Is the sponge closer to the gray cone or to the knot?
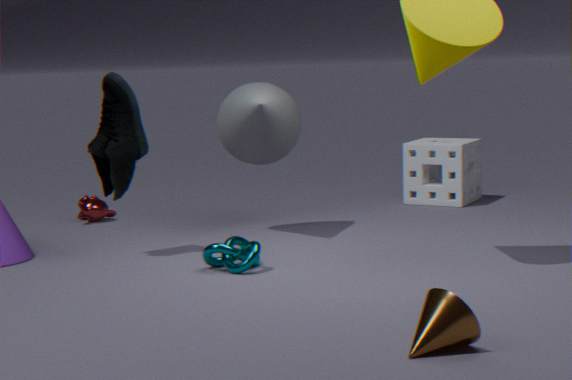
the gray cone
